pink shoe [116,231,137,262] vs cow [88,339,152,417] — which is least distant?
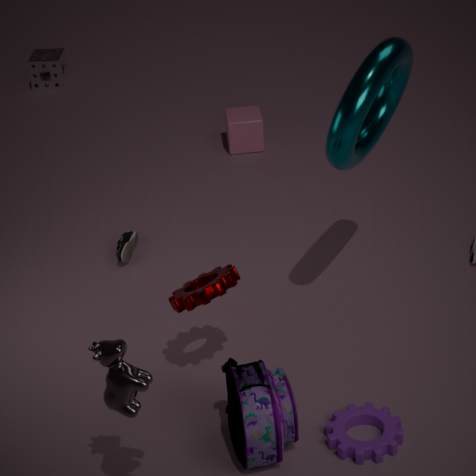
cow [88,339,152,417]
